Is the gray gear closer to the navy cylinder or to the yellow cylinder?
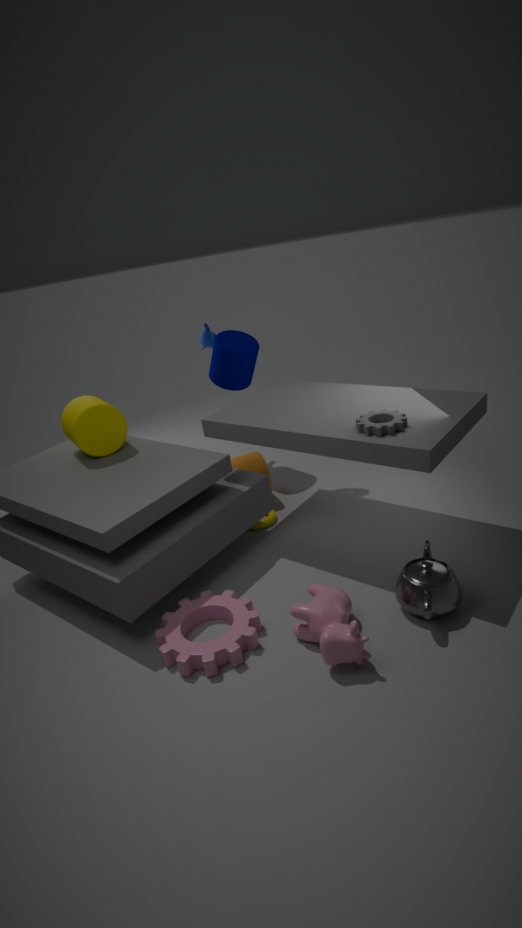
the navy cylinder
